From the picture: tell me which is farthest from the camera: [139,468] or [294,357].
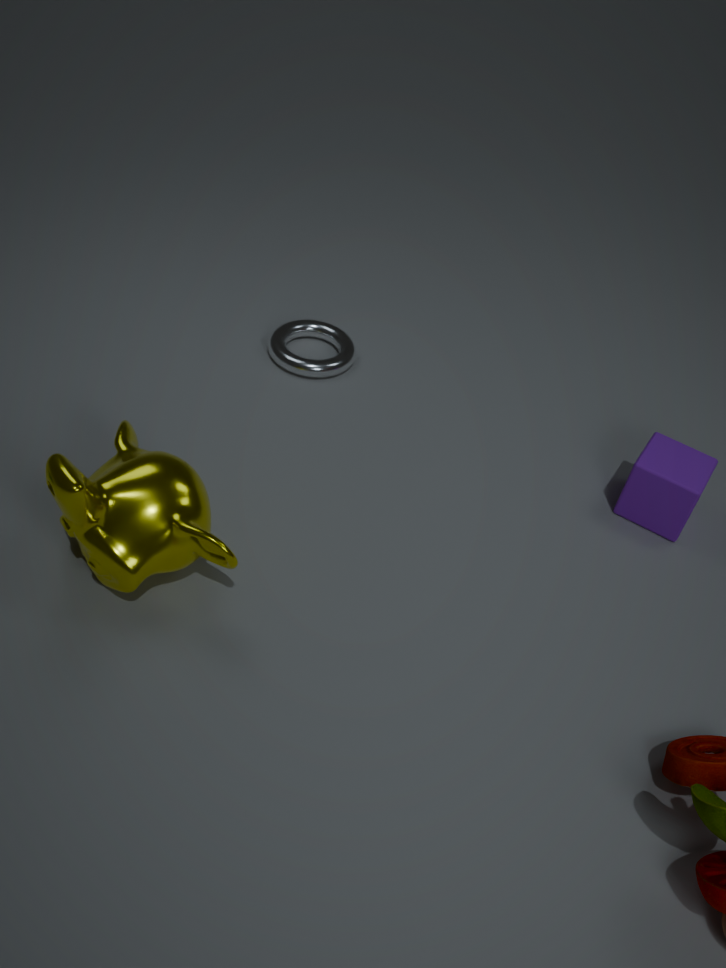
[294,357]
